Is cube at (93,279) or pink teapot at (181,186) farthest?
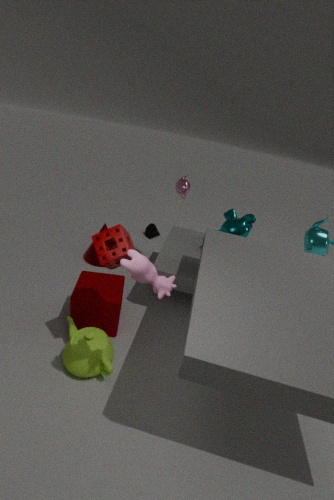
pink teapot at (181,186)
